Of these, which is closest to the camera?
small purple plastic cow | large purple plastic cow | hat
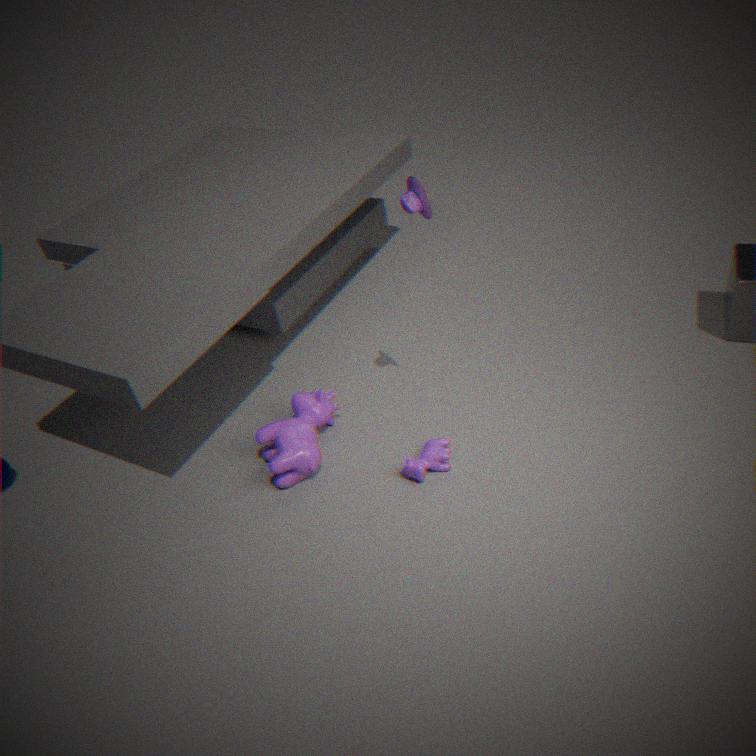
hat
